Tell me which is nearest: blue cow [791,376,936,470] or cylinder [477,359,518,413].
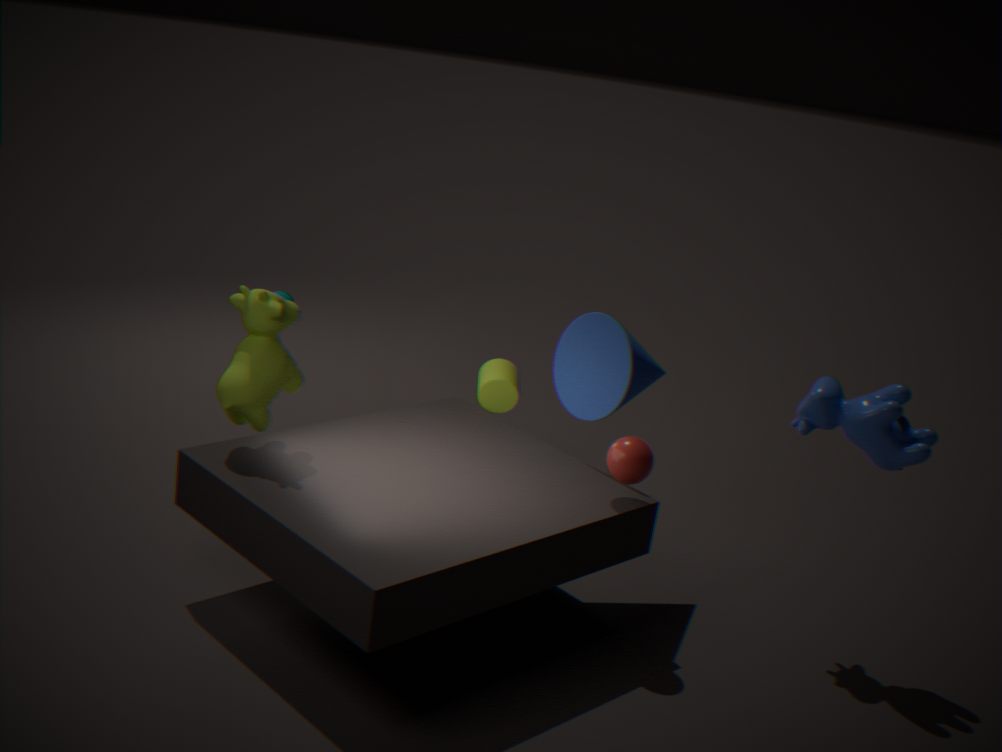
blue cow [791,376,936,470]
